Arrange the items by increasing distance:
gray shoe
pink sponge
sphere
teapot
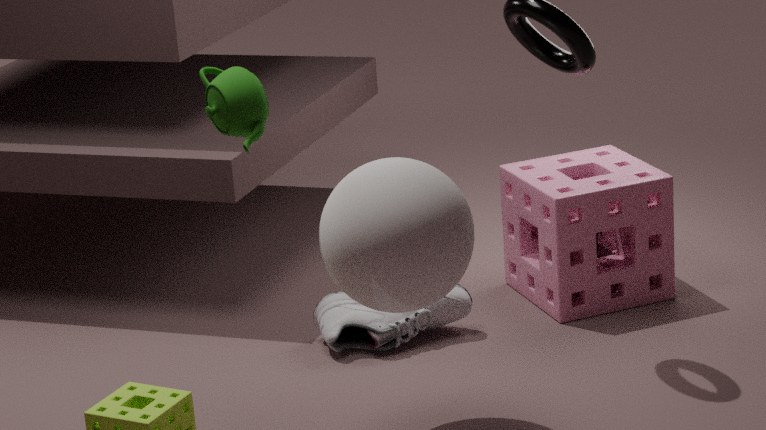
sphere, teapot, gray shoe, pink sponge
